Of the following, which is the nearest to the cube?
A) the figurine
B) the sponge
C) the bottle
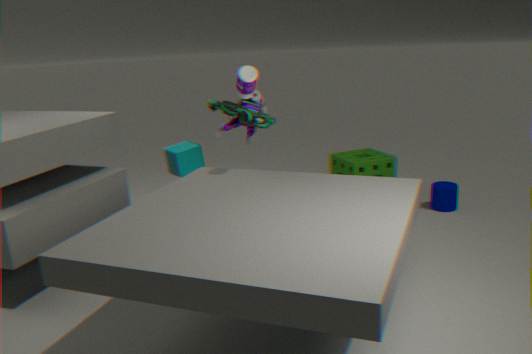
the figurine
